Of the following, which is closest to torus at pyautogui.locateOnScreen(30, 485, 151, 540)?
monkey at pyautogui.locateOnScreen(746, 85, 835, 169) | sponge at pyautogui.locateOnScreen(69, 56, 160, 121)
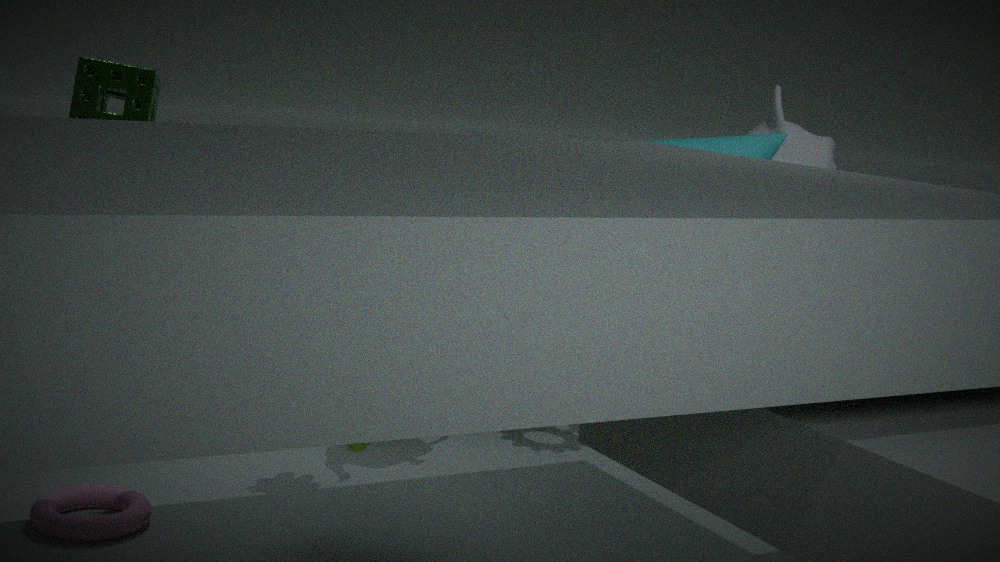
sponge at pyautogui.locateOnScreen(69, 56, 160, 121)
